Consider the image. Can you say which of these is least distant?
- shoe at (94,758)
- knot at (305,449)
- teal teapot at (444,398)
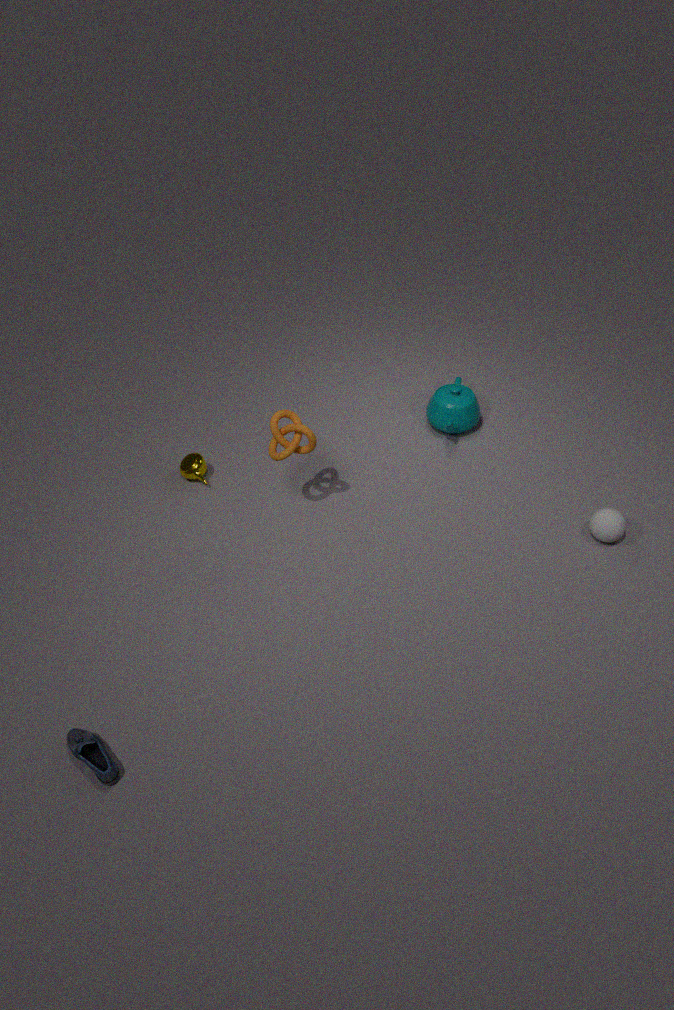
shoe at (94,758)
